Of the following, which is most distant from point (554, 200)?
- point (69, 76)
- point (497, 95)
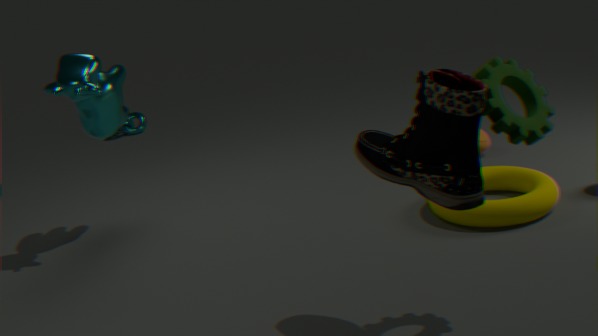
point (69, 76)
